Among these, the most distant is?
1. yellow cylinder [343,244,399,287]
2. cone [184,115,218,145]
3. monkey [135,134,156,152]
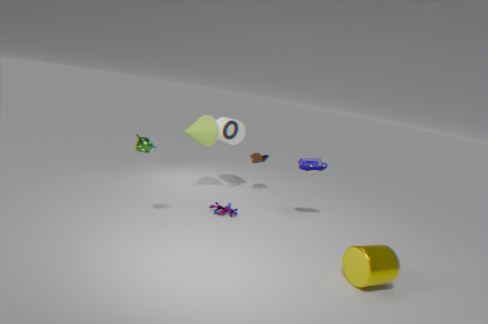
cone [184,115,218,145]
